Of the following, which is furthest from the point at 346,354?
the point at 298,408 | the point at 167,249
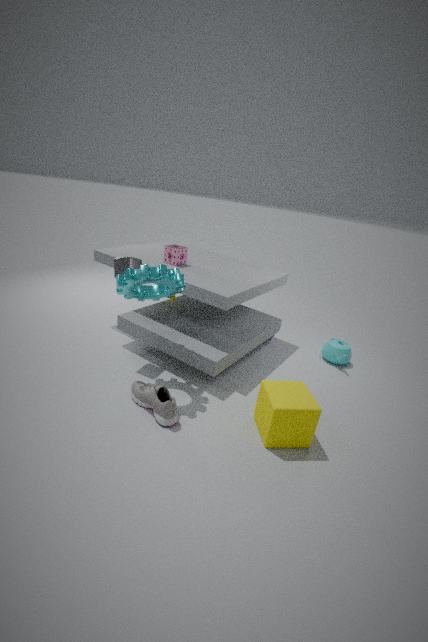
the point at 167,249
